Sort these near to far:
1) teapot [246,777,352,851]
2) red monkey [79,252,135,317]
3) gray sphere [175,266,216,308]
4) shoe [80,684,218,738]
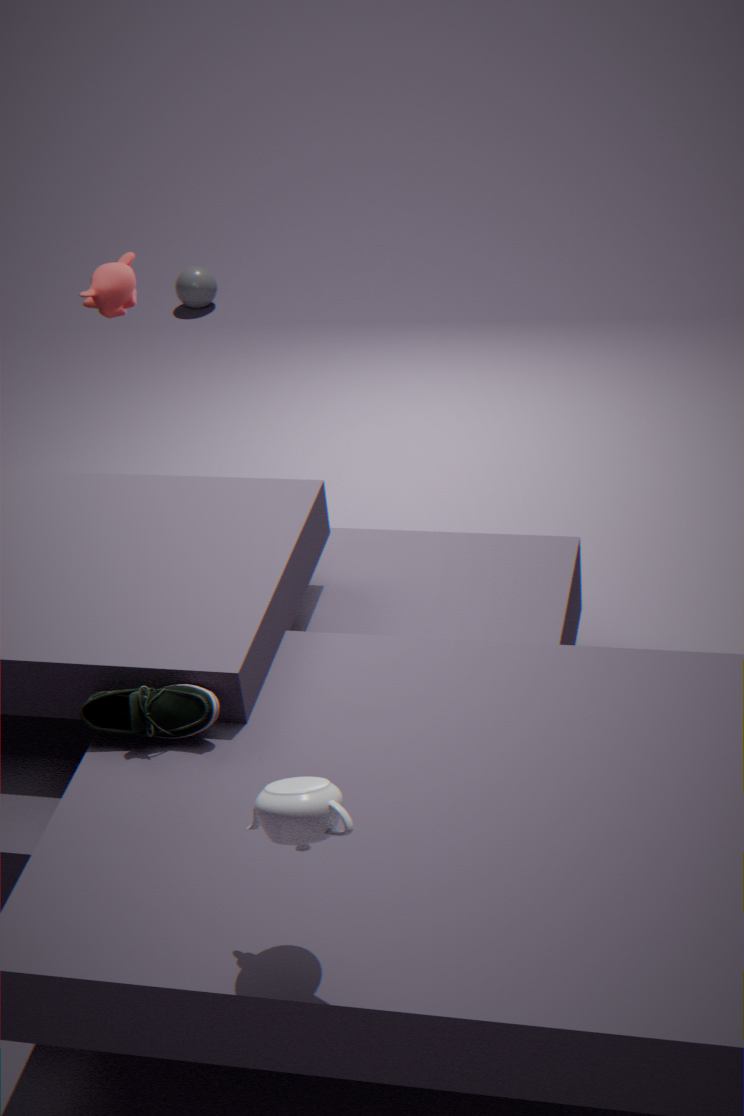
1. 1. teapot [246,777,352,851]
2. 4. shoe [80,684,218,738]
3. 2. red monkey [79,252,135,317]
4. 3. gray sphere [175,266,216,308]
